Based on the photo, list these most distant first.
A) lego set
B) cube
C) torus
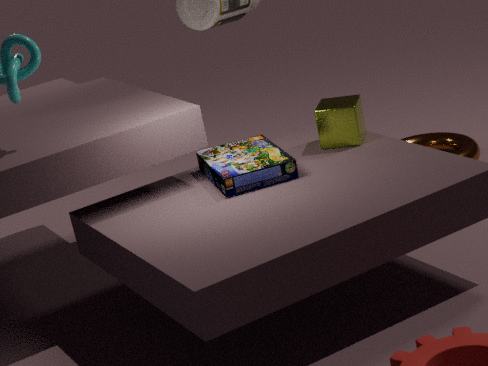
torus < cube < lego set
